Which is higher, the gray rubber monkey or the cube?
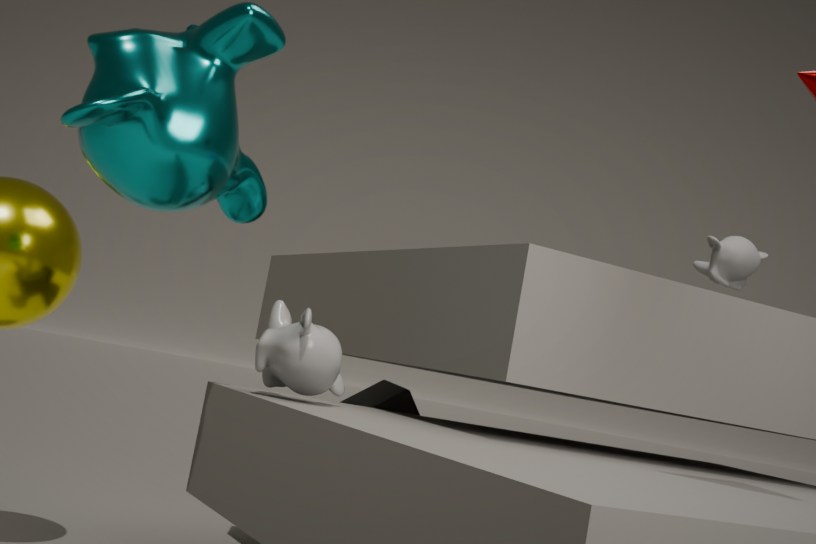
the gray rubber monkey
